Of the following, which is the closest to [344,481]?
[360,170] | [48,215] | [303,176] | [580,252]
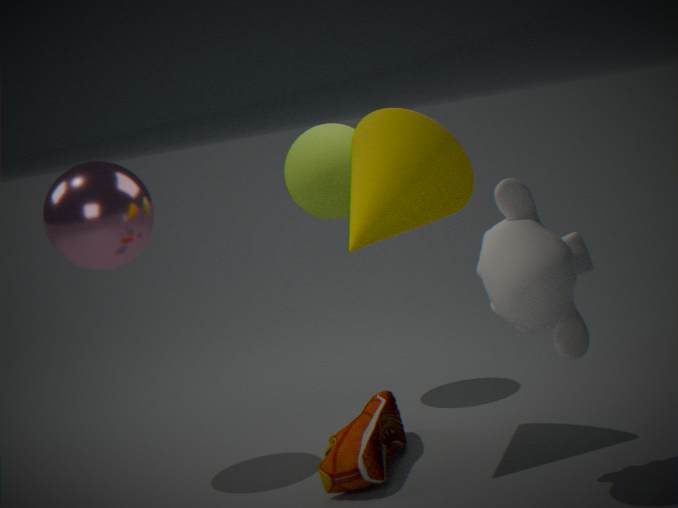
[360,170]
